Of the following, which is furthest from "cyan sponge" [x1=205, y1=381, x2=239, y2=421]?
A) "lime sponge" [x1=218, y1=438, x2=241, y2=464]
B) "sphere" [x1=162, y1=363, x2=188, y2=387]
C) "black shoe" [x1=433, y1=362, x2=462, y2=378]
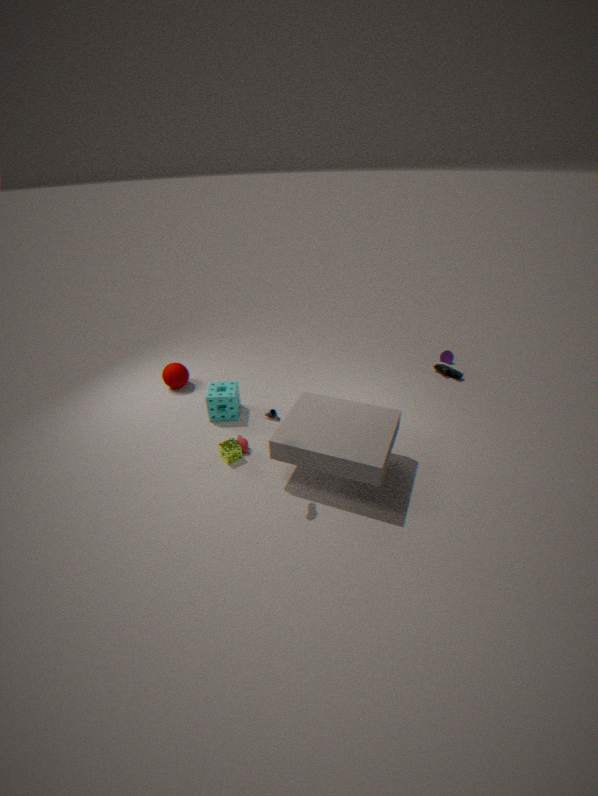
"black shoe" [x1=433, y1=362, x2=462, y2=378]
